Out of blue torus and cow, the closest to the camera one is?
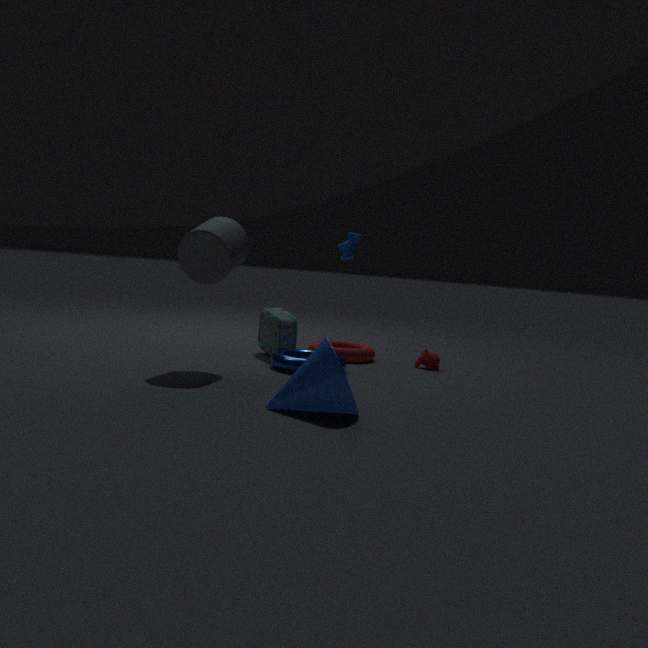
blue torus
